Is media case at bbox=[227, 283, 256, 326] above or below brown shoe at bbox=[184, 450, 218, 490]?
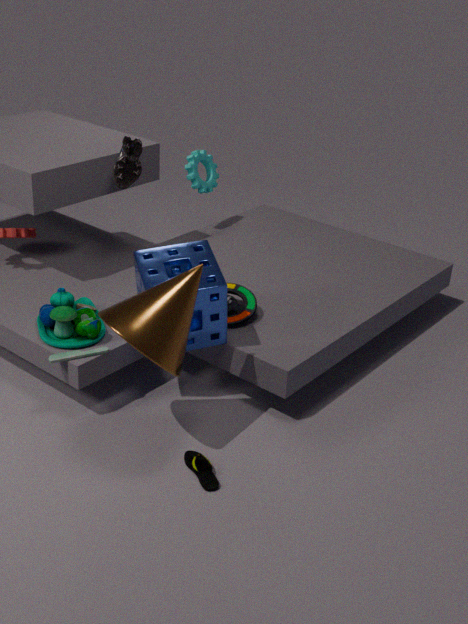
above
